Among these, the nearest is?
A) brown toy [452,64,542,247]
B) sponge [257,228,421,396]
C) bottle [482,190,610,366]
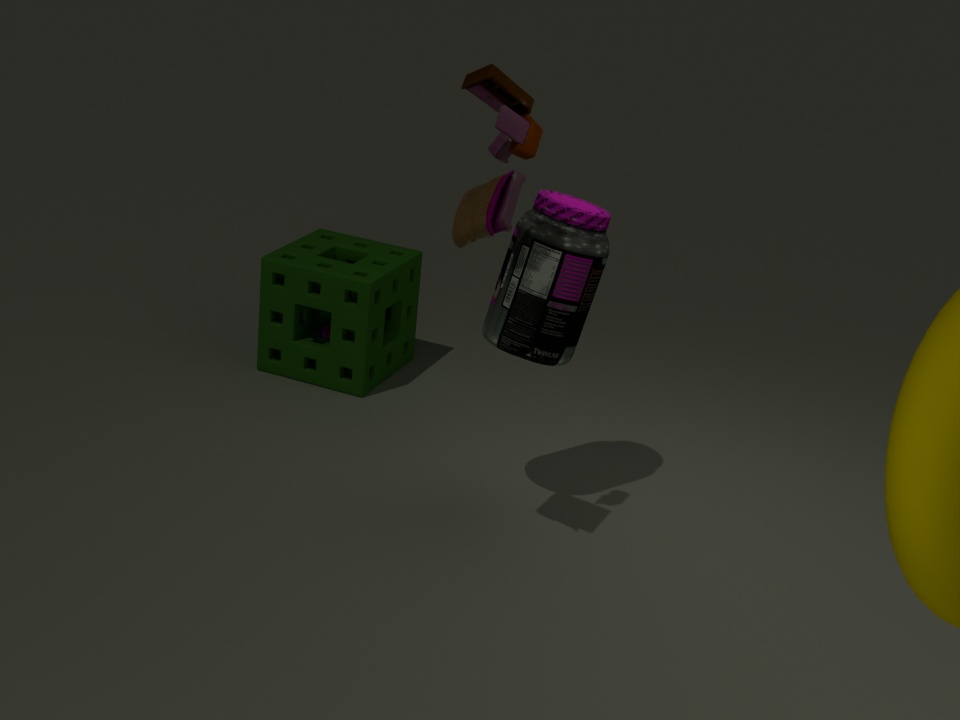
brown toy [452,64,542,247]
